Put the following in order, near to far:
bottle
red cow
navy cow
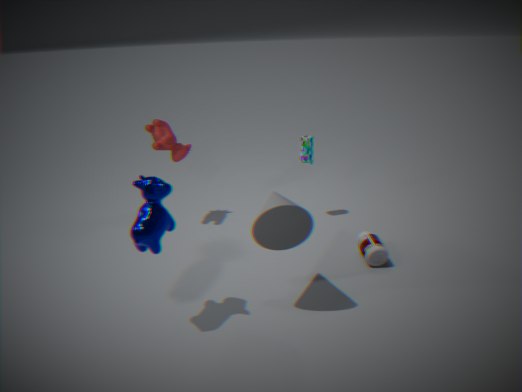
1. navy cow
2. bottle
3. red cow
